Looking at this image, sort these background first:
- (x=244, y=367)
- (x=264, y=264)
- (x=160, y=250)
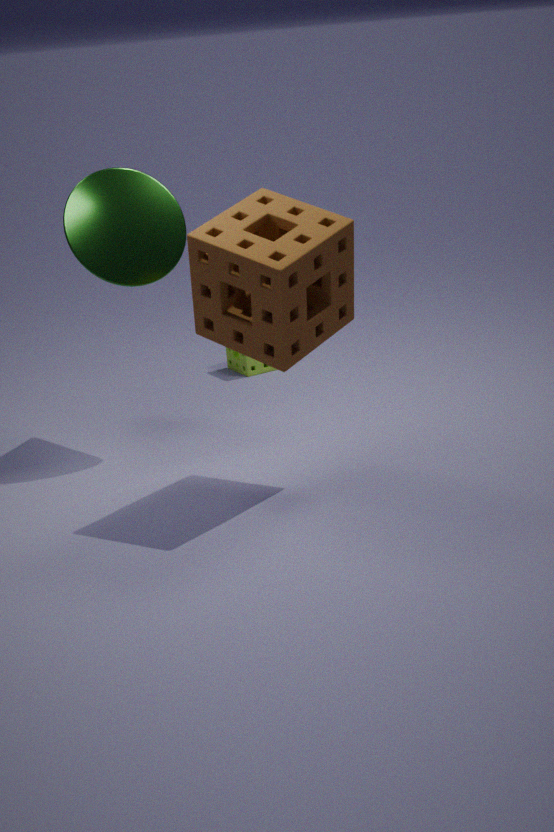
(x=244, y=367)
(x=160, y=250)
(x=264, y=264)
